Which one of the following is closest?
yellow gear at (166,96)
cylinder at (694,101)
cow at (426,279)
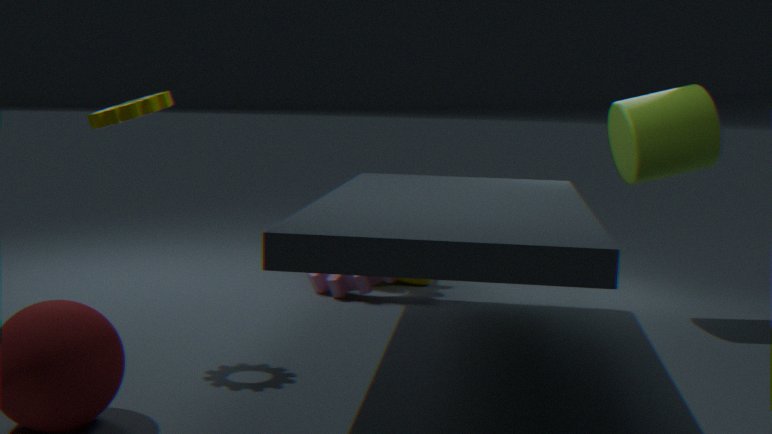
yellow gear at (166,96)
